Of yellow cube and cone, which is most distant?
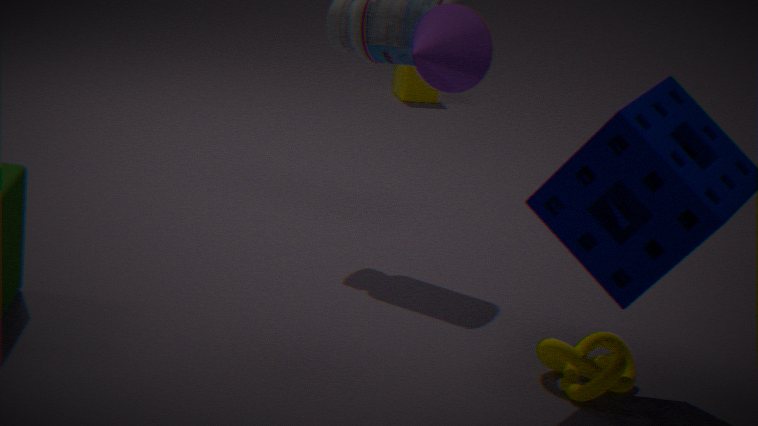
yellow cube
